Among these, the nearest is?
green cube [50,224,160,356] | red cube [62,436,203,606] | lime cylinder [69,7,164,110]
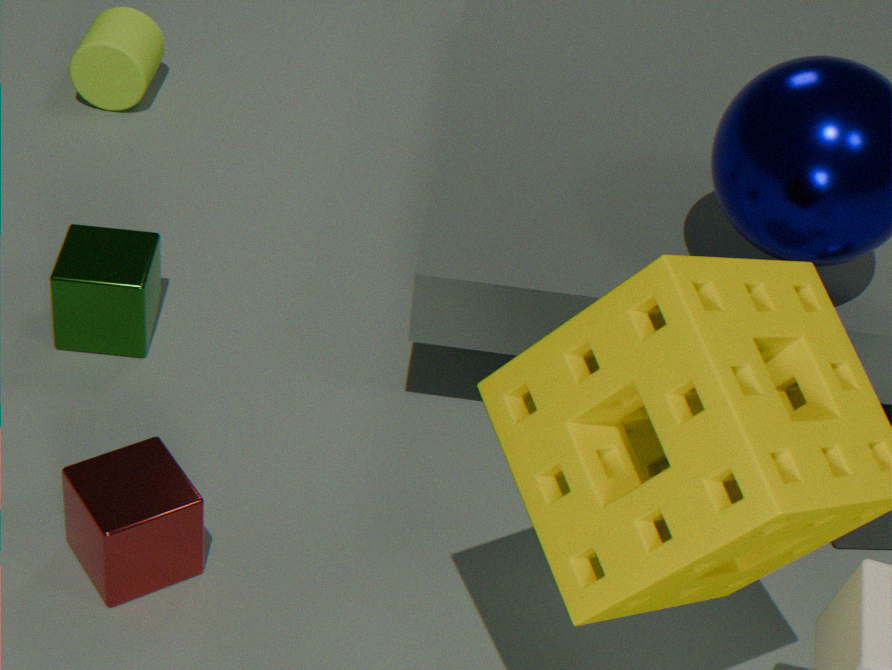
red cube [62,436,203,606]
